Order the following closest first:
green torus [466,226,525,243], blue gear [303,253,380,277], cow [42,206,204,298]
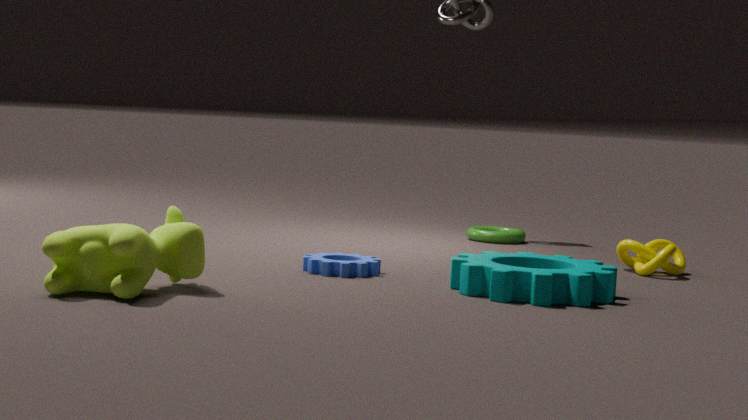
cow [42,206,204,298]
blue gear [303,253,380,277]
green torus [466,226,525,243]
